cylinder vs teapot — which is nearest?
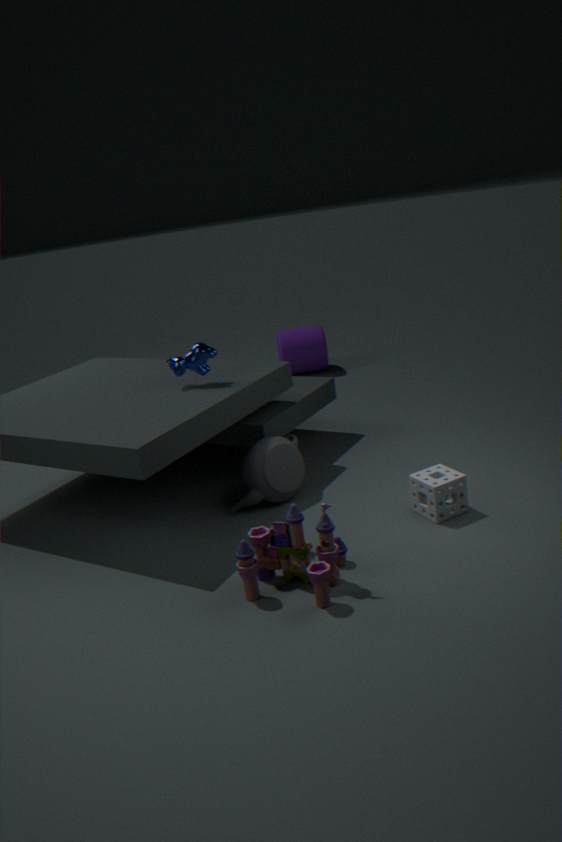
teapot
